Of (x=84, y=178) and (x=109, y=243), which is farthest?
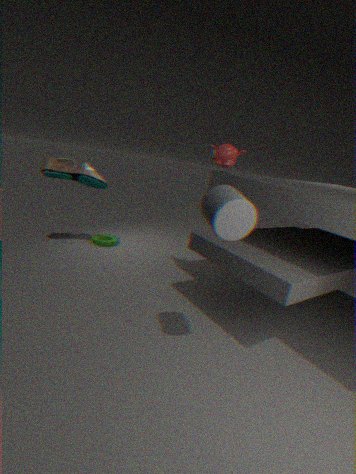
(x=109, y=243)
